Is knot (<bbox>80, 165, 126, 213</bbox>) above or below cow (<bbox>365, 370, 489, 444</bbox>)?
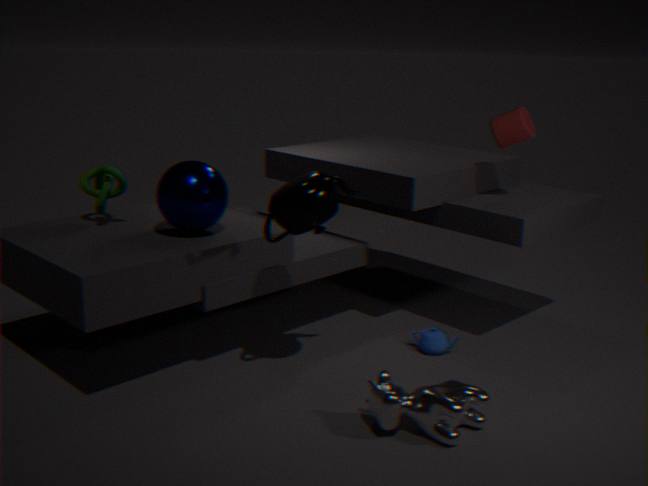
above
